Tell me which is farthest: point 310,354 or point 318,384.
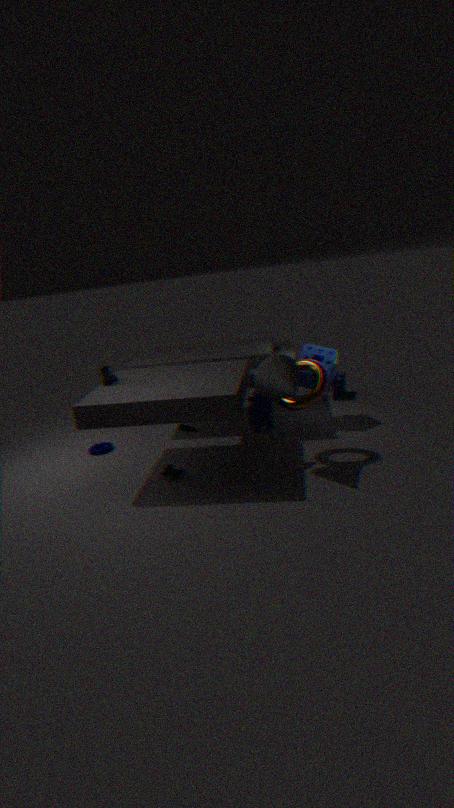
point 310,354
